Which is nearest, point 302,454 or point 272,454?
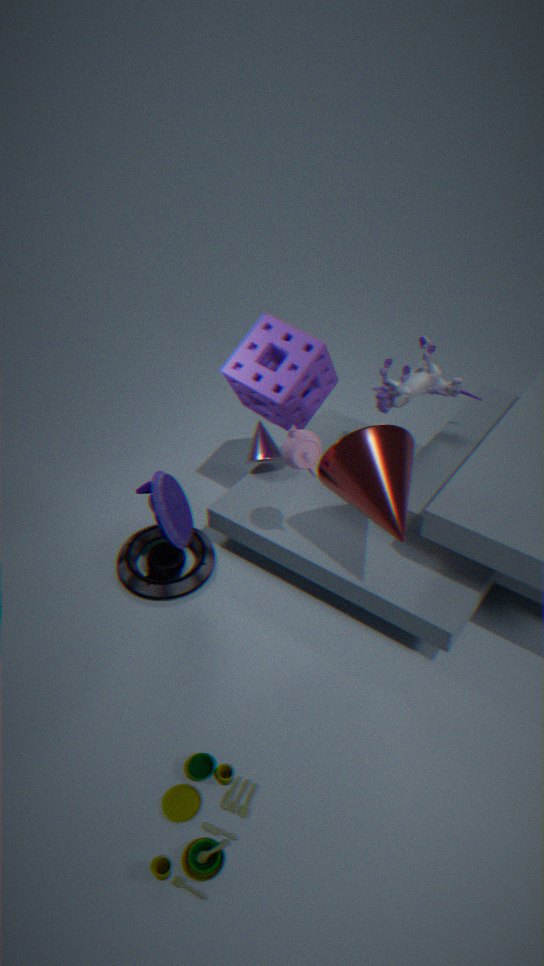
point 302,454
